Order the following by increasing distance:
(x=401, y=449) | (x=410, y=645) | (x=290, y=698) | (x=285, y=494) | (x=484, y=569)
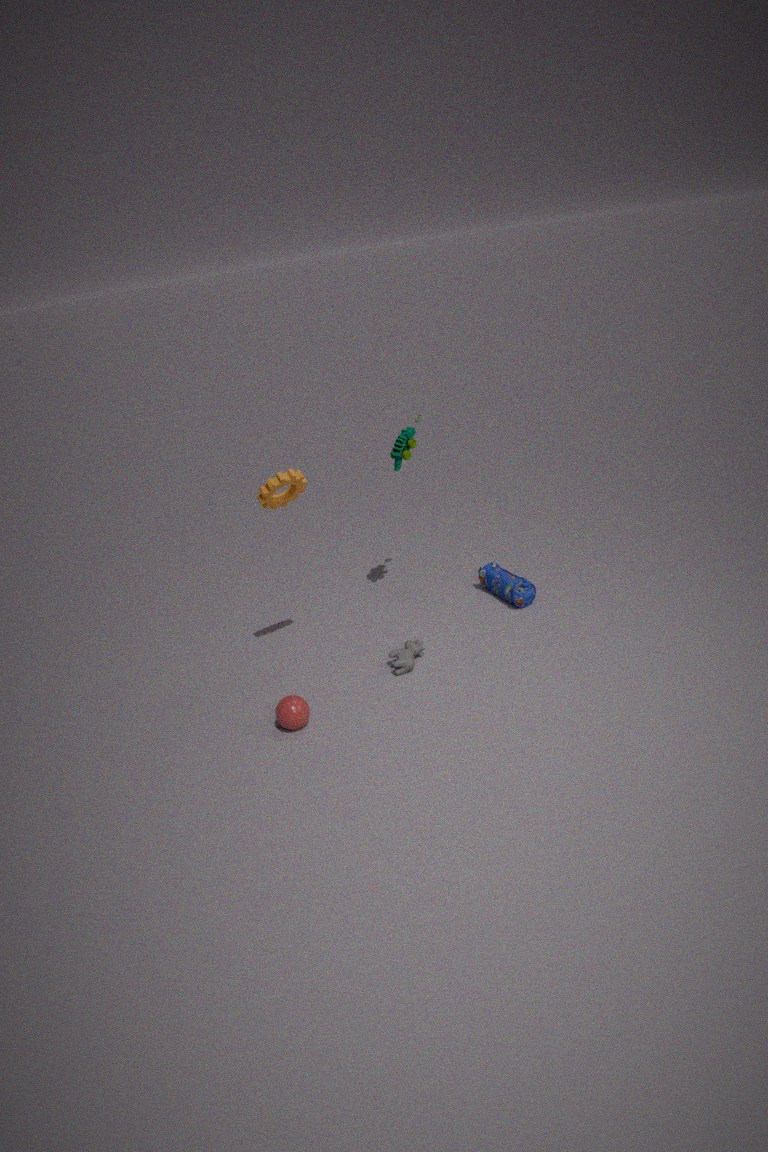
(x=290, y=698) < (x=285, y=494) < (x=410, y=645) < (x=401, y=449) < (x=484, y=569)
